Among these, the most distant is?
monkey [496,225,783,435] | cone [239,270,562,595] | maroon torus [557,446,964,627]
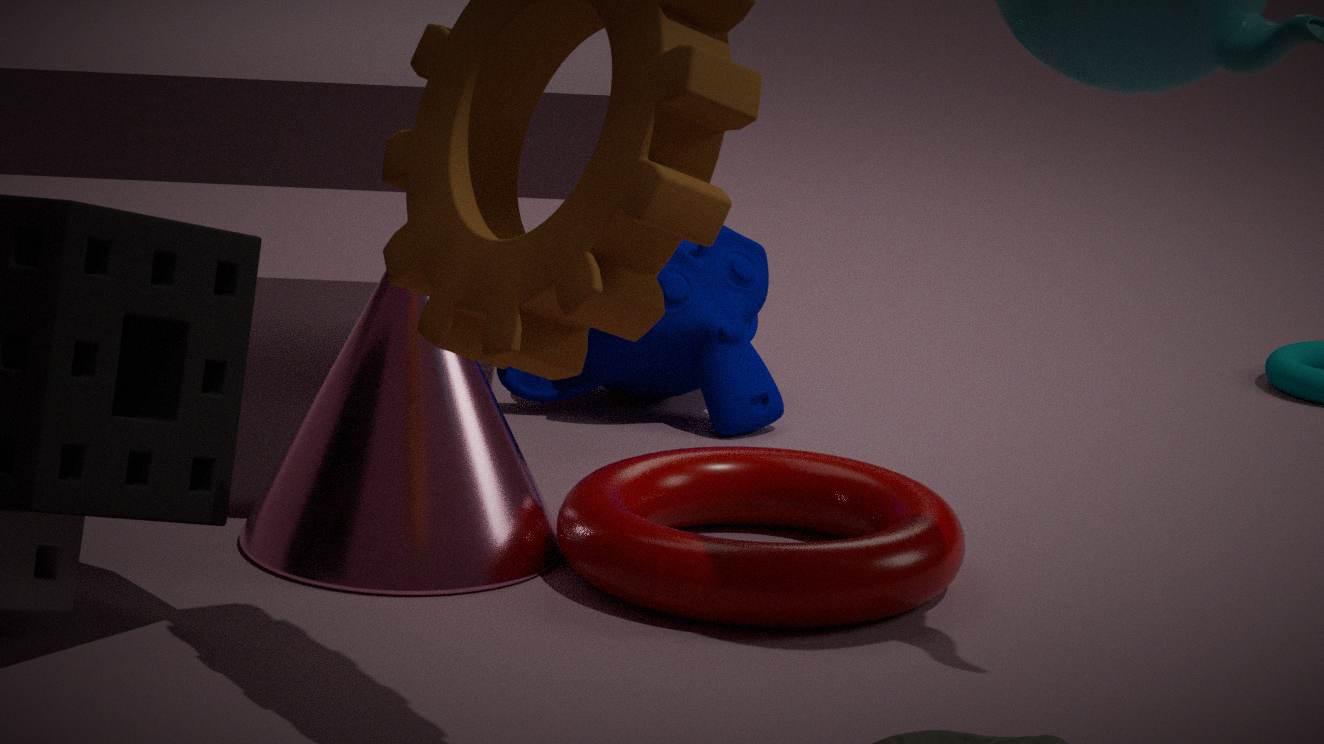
monkey [496,225,783,435]
